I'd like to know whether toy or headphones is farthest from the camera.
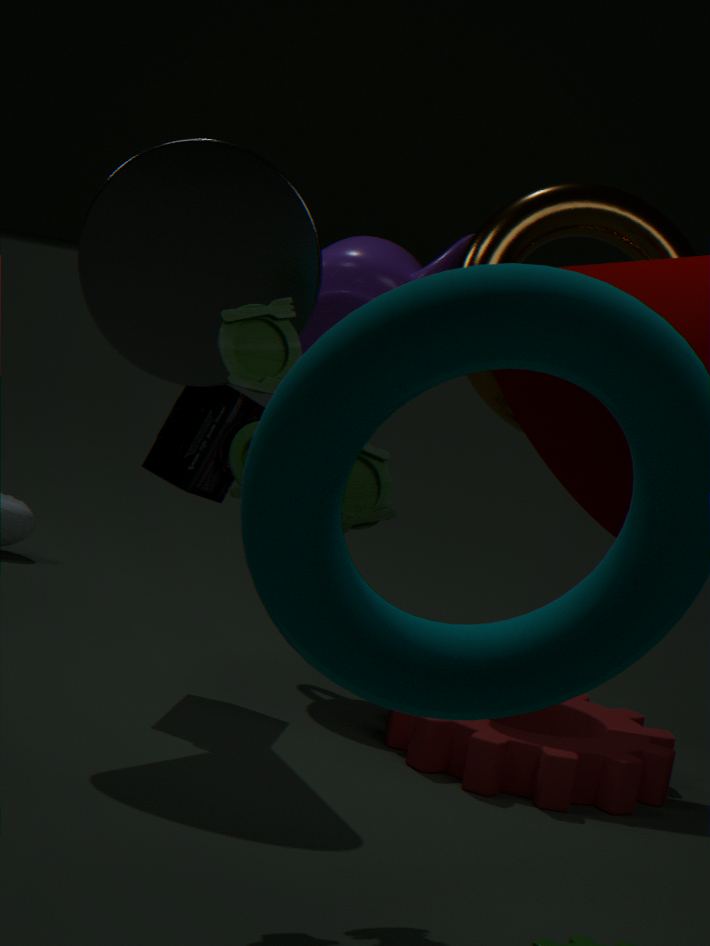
headphones
